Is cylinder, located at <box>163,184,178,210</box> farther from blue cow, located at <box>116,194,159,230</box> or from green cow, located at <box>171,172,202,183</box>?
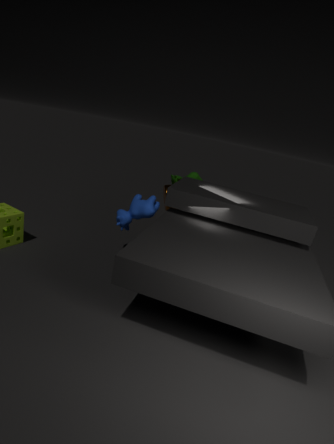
blue cow, located at <box>116,194,159,230</box>
